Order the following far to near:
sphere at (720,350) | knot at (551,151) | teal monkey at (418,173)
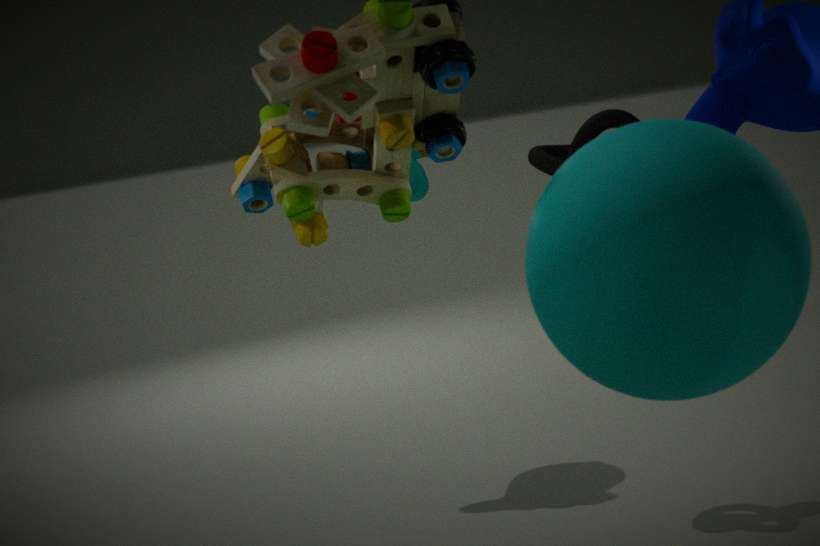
teal monkey at (418,173) < knot at (551,151) < sphere at (720,350)
